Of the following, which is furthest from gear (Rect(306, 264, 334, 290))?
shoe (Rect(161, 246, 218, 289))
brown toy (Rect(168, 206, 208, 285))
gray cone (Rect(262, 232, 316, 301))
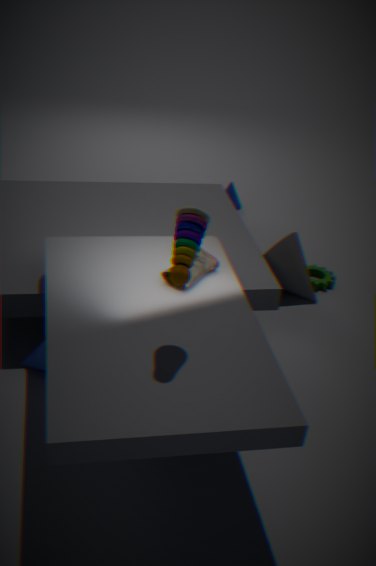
brown toy (Rect(168, 206, 208, 285))
